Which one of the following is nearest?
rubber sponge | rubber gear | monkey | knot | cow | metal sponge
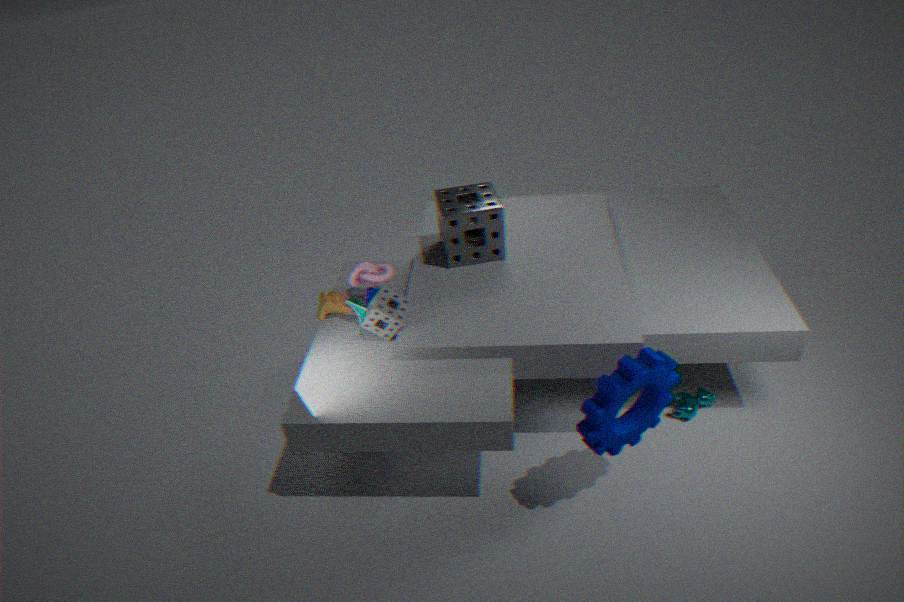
rubber gear
